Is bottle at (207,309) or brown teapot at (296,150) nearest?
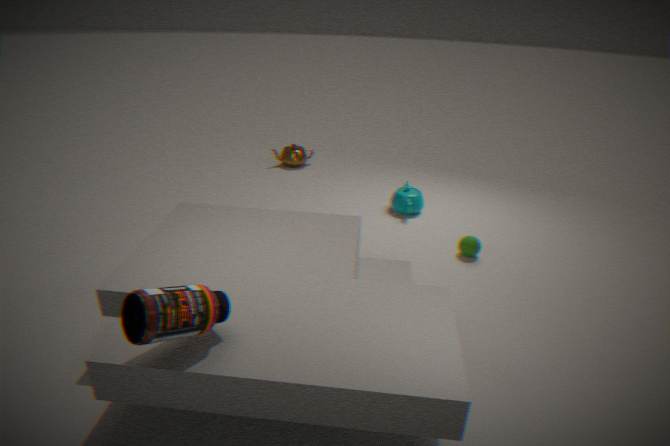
bottle at (207,309)
